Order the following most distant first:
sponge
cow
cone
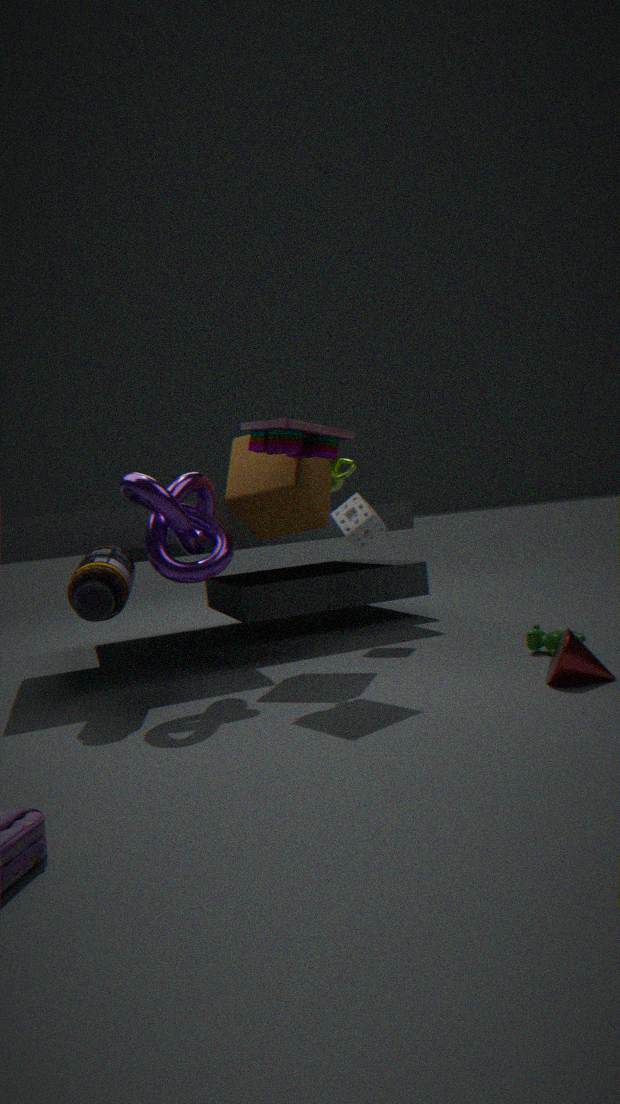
sponge → cow → cone
